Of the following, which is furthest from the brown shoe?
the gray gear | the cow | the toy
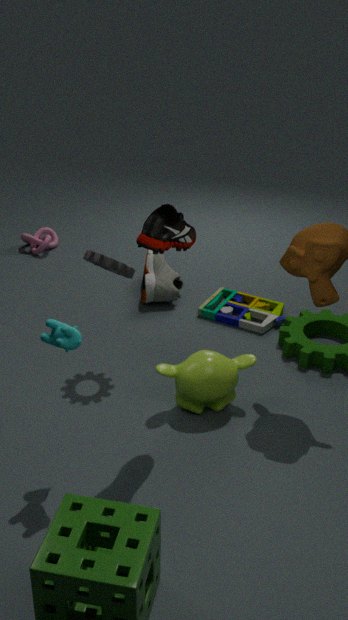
the toy
